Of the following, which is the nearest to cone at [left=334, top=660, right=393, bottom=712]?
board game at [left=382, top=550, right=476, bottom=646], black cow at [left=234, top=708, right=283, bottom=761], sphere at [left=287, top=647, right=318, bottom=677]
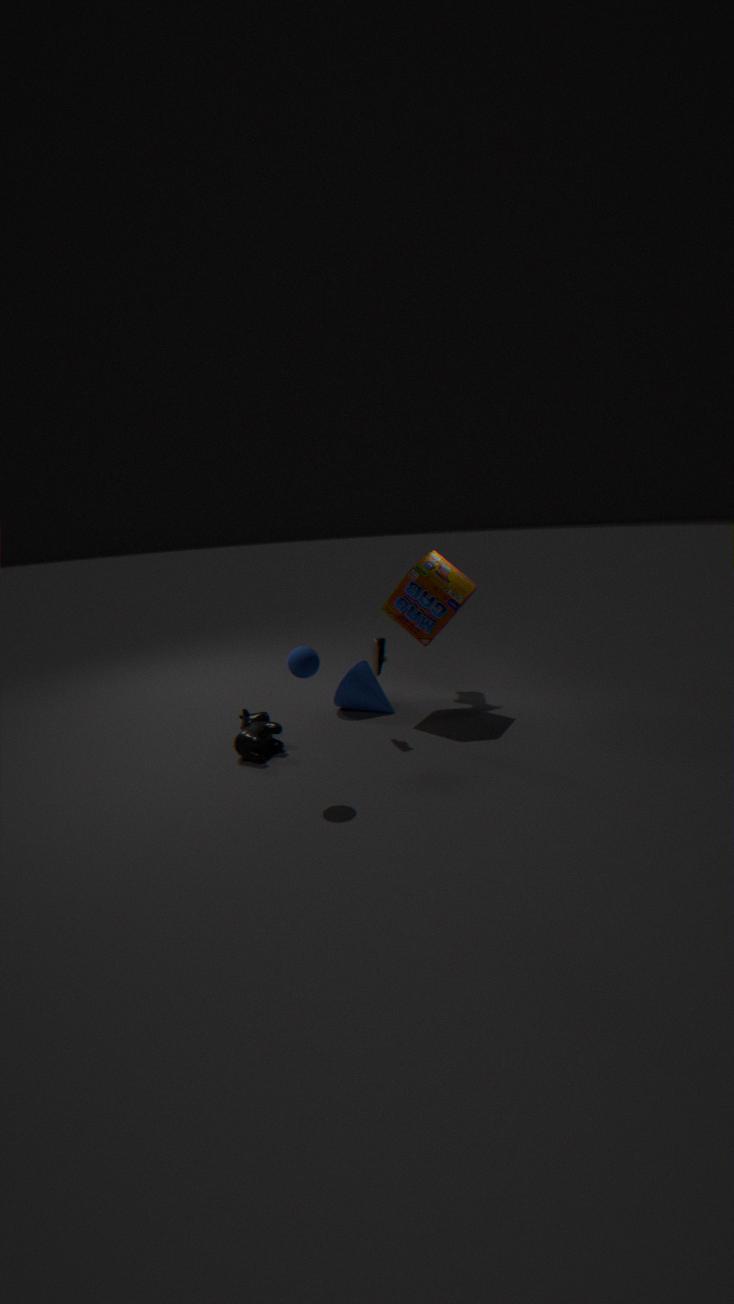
board game at [left=382, top=550, right=476, bottom=646]
